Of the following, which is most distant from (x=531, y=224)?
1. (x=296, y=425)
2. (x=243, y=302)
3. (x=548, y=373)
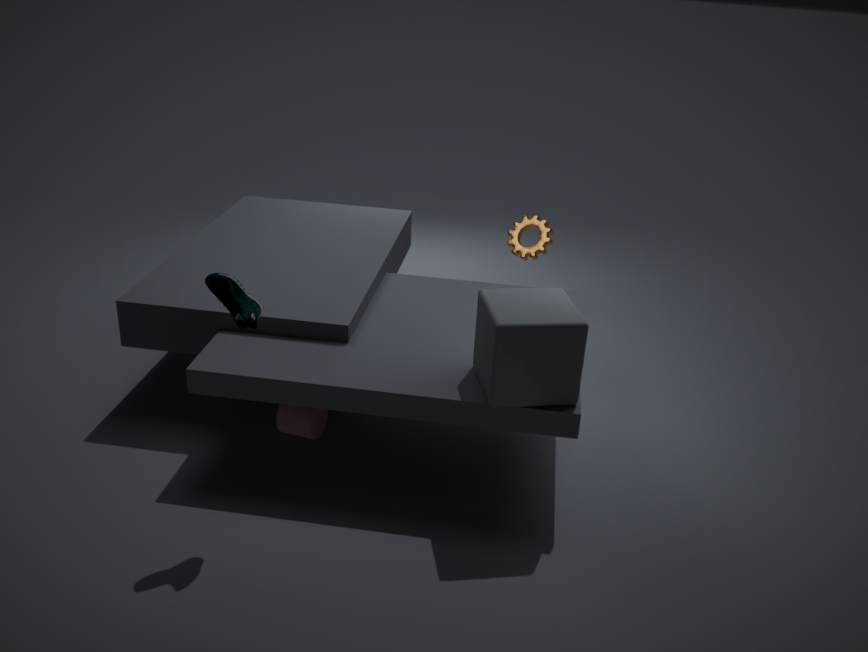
(x=243, y=302)
